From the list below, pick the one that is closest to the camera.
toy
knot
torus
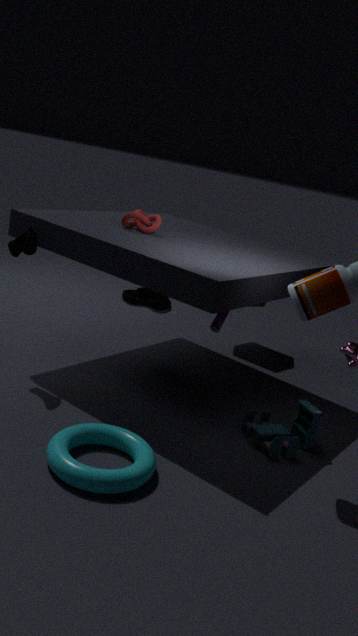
torus
